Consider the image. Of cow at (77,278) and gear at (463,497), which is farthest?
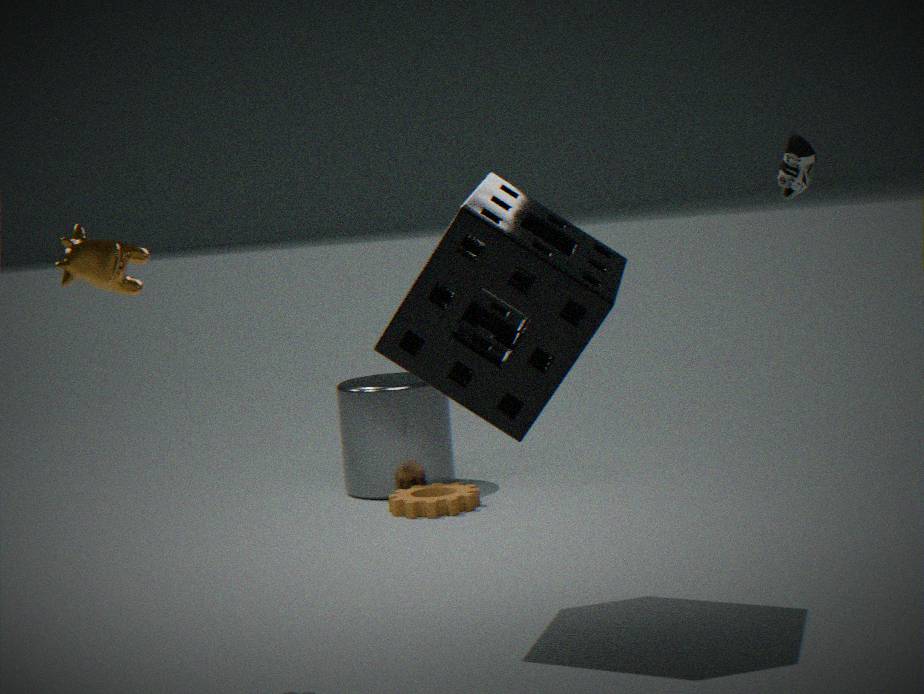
gear at (463,497)
